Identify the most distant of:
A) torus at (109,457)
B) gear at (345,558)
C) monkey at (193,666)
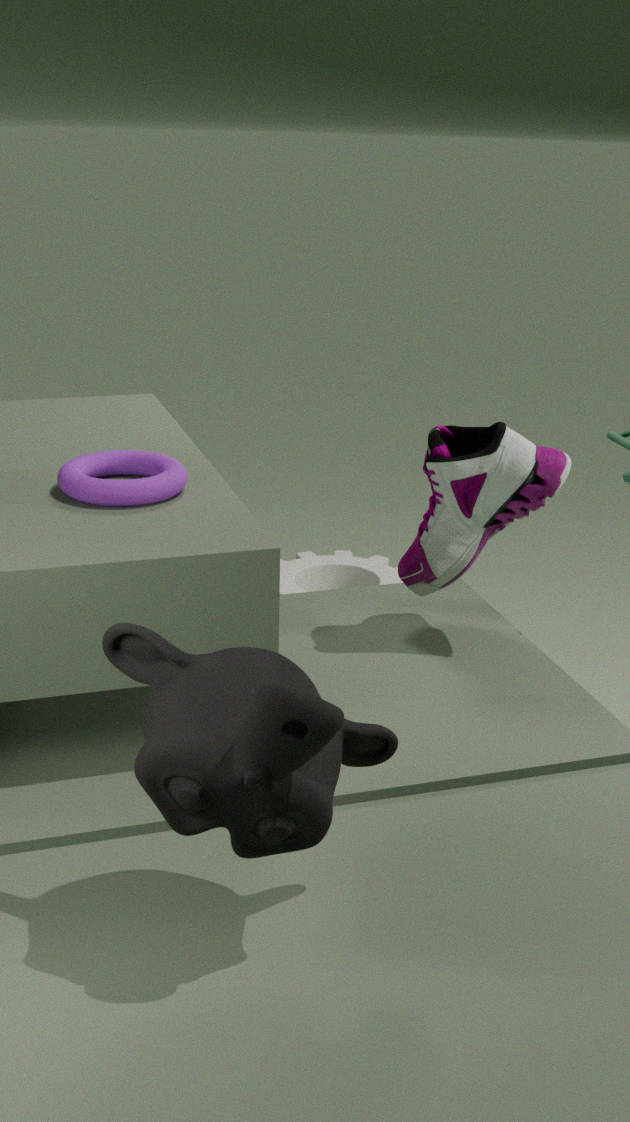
gear at (345,558)
